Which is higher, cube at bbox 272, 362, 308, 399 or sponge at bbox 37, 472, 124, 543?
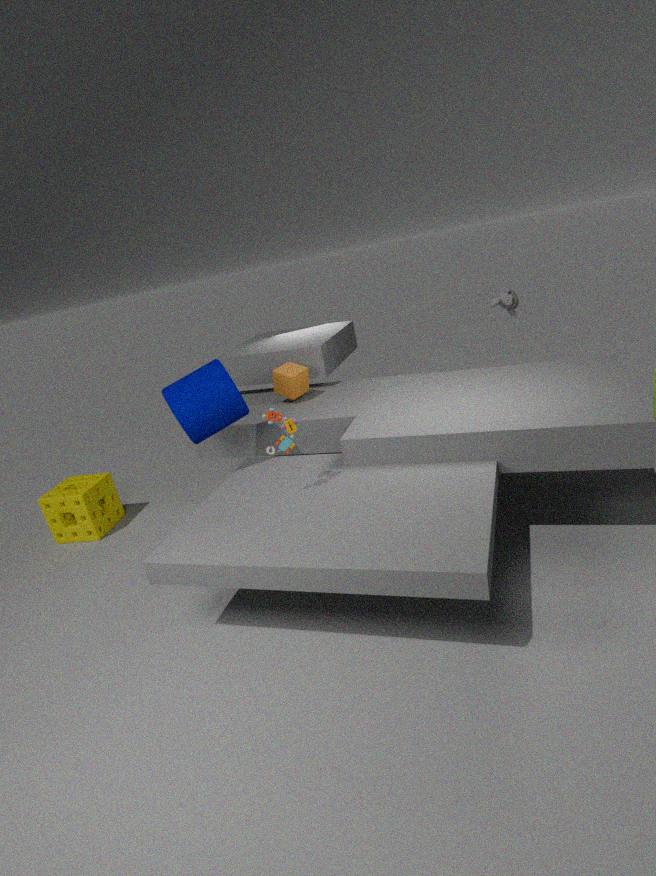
cube at bbox 272, 362, 308, 399
